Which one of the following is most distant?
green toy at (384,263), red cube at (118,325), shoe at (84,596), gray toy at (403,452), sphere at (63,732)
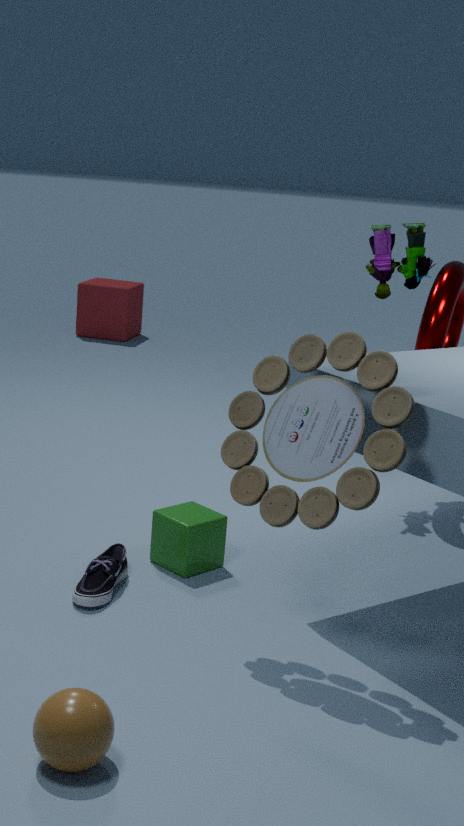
red cube at (118,325)
